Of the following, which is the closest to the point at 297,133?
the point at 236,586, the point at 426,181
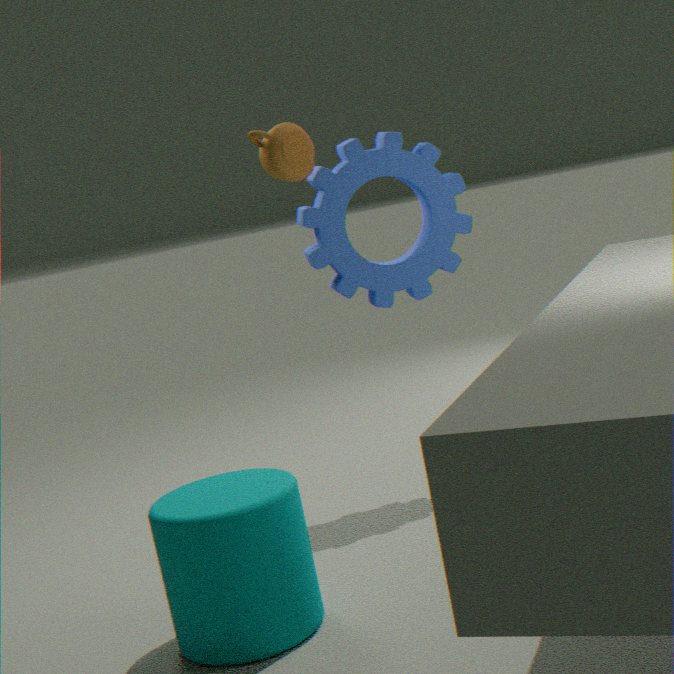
the point at 426,181
